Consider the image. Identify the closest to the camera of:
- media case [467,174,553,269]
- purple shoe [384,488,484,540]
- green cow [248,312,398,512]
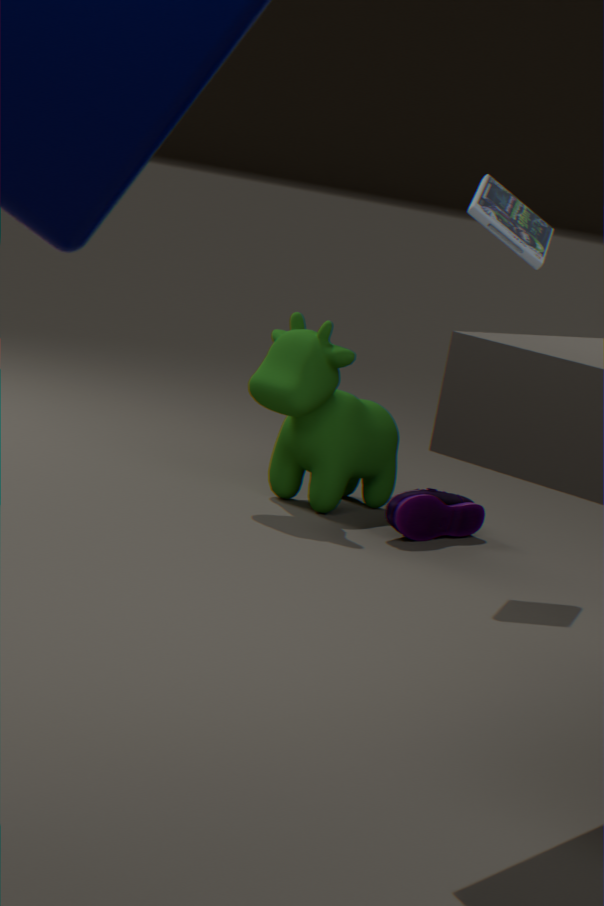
media case [467,174,553,269]
